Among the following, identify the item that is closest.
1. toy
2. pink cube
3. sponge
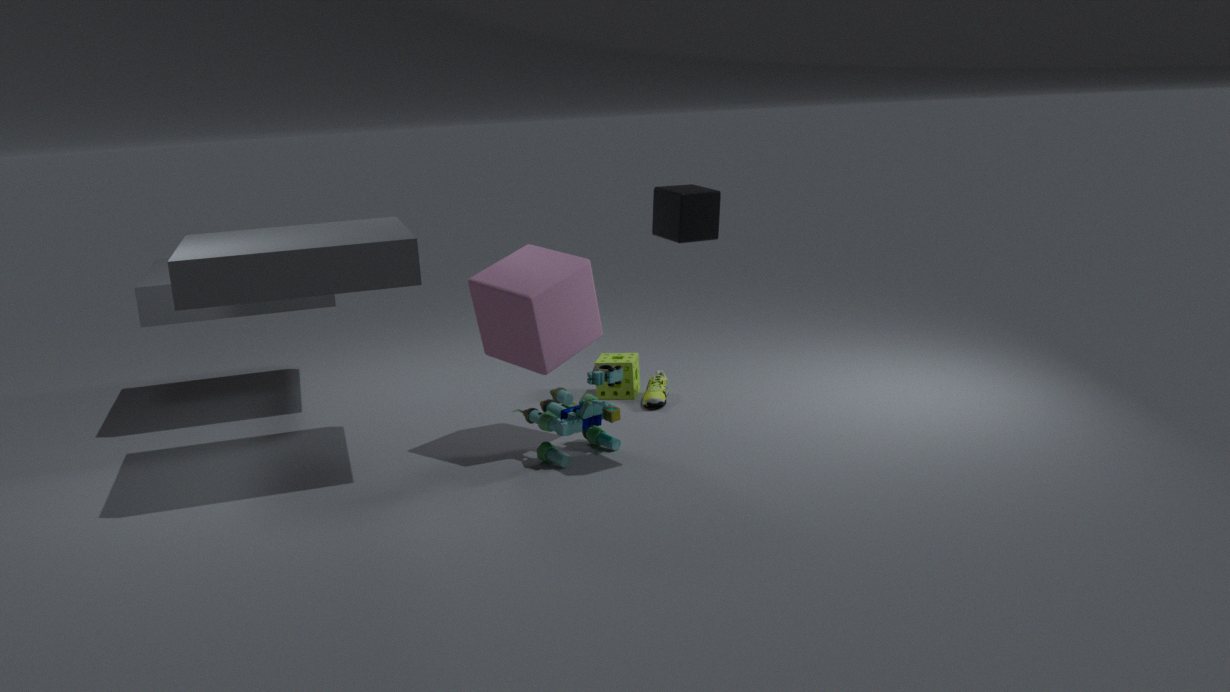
pink cube
